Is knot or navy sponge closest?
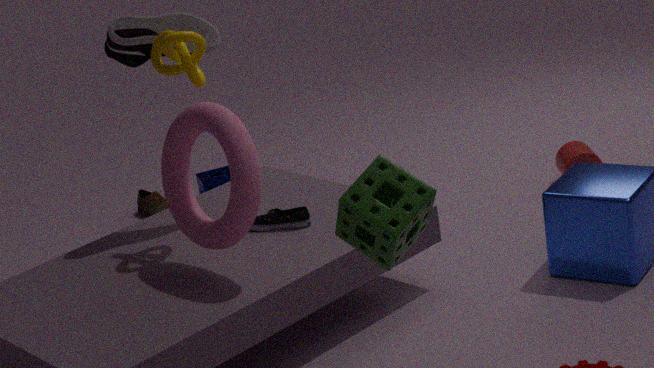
knot
